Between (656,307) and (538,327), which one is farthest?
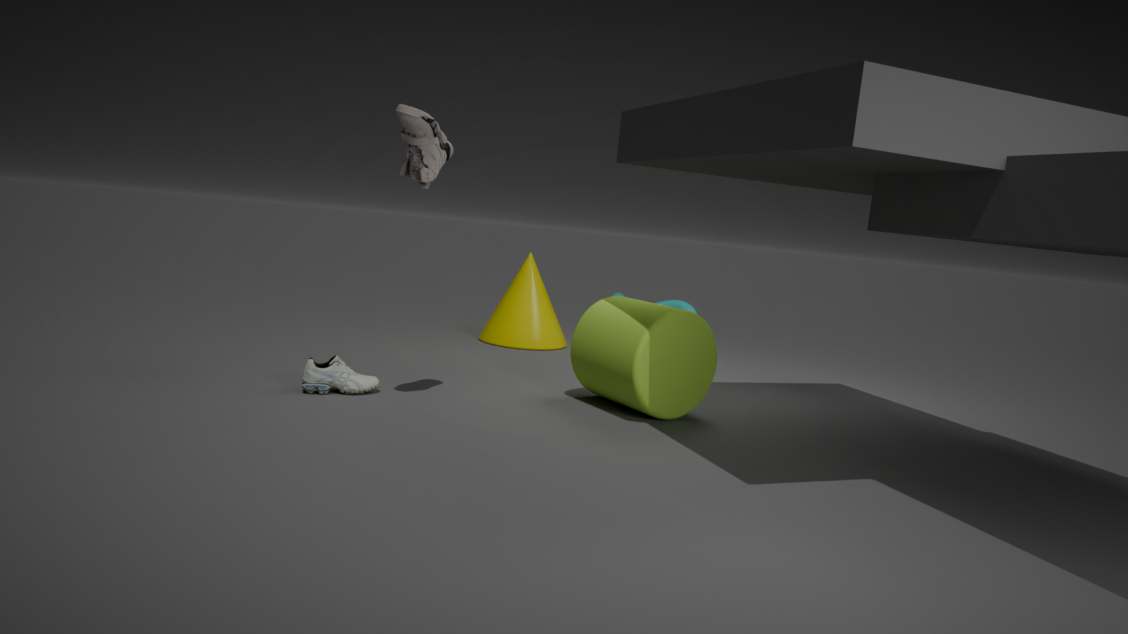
(538,327)
